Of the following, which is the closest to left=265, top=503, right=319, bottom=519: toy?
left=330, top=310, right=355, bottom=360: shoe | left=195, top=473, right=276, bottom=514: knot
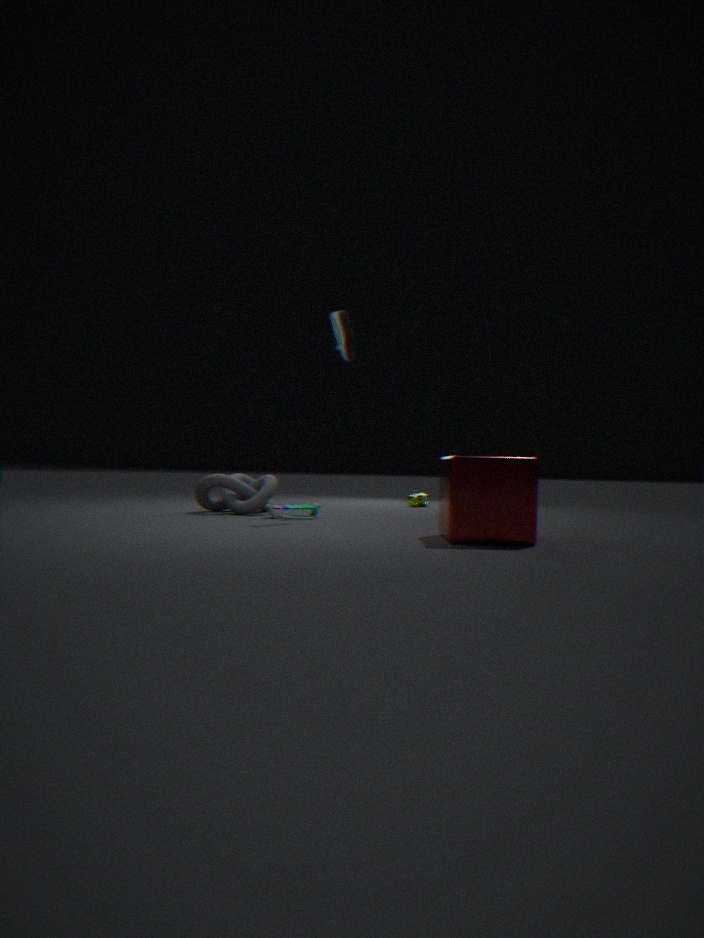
left=195, top=473, right=276, bottom=514: knot
